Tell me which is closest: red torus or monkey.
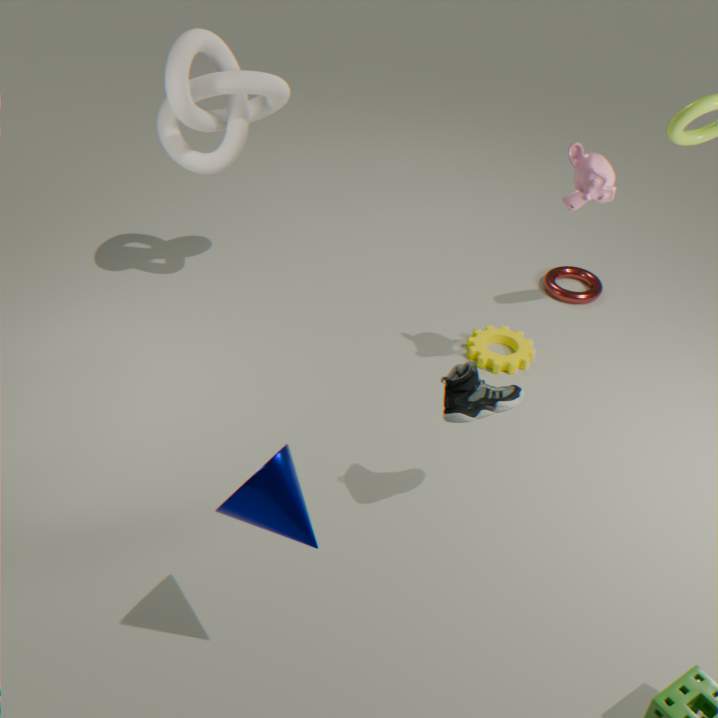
monkey
